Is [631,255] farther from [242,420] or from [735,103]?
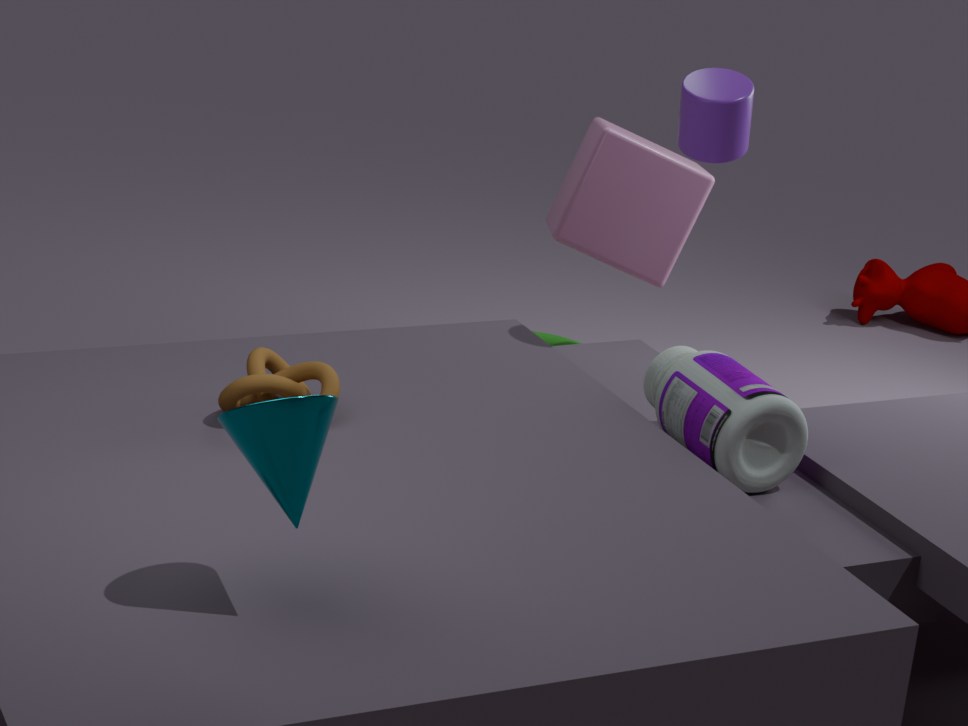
[242,420]
